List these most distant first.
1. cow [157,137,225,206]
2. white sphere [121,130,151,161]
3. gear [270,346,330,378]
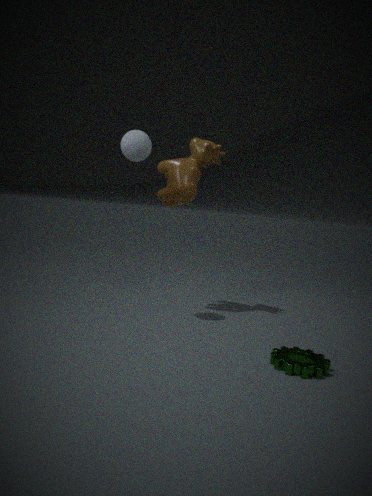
cow [157,137,225,206]
white sphere [121,130,151,161]
gear [270,346,330,378]
